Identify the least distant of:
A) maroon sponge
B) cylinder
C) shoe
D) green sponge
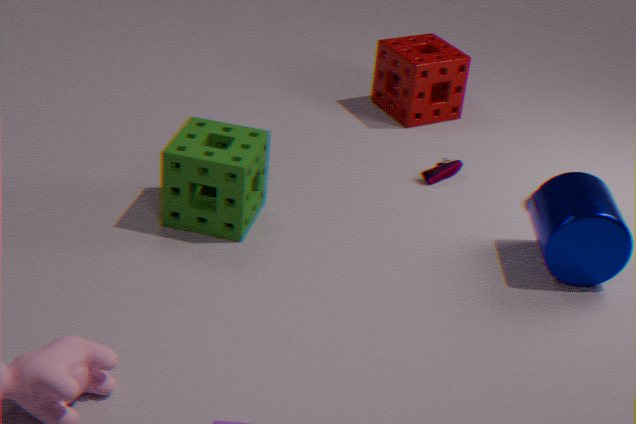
cylinder
